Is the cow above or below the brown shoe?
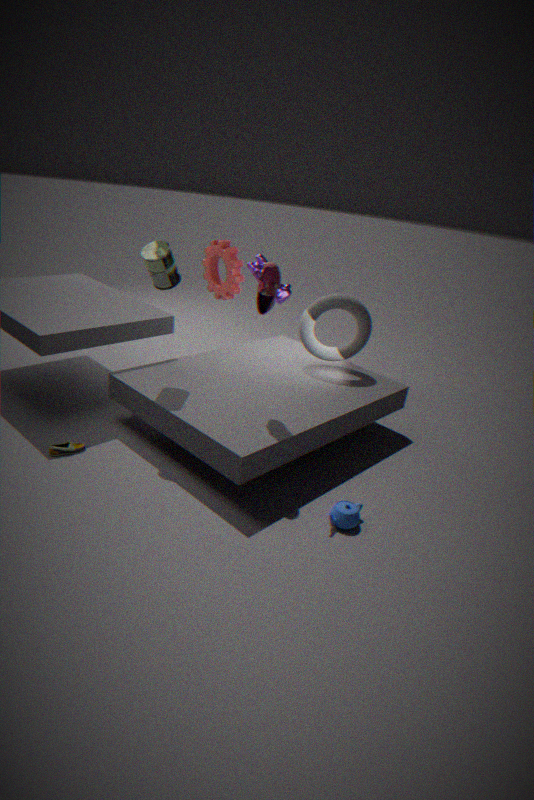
above
